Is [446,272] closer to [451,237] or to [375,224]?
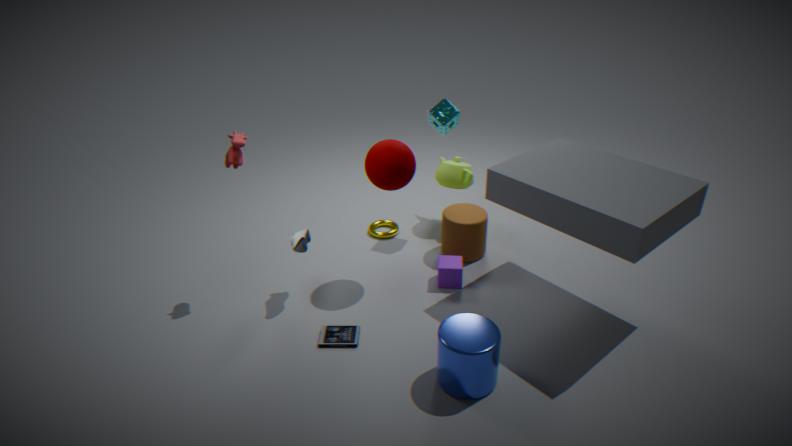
[451,237]
